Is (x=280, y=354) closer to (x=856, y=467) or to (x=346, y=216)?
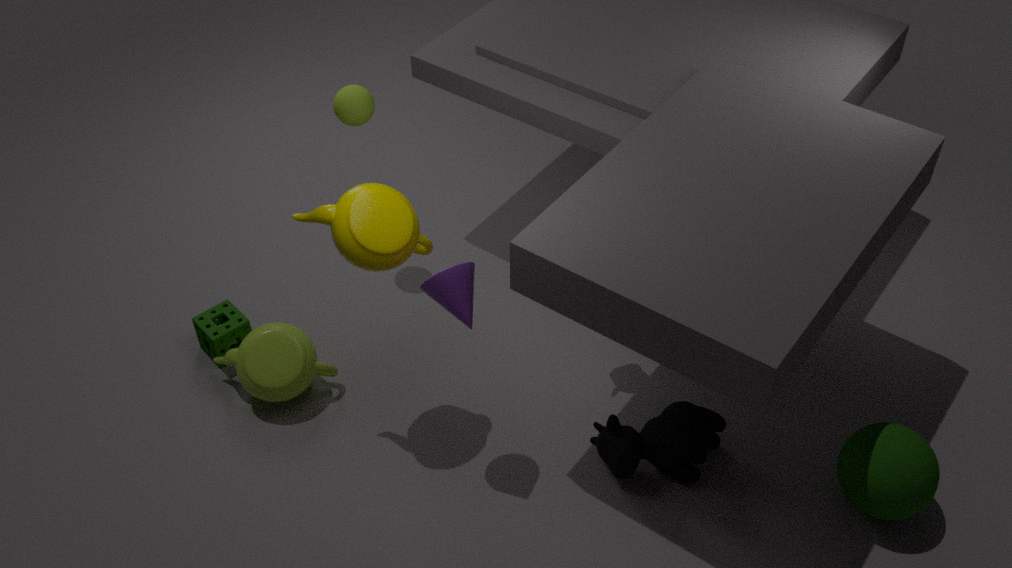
(x=346, y=216)
